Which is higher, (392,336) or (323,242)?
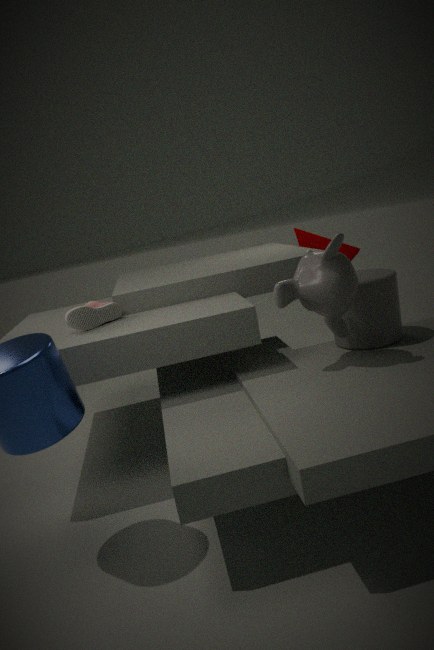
(323,242)
